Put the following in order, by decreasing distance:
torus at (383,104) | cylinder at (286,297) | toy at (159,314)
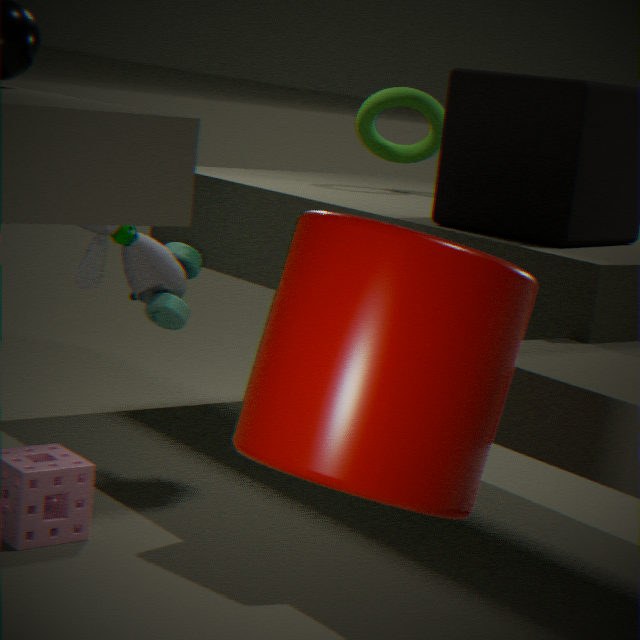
torus at (383,104) → toy at (159,314) → cylinder at (286,297)
